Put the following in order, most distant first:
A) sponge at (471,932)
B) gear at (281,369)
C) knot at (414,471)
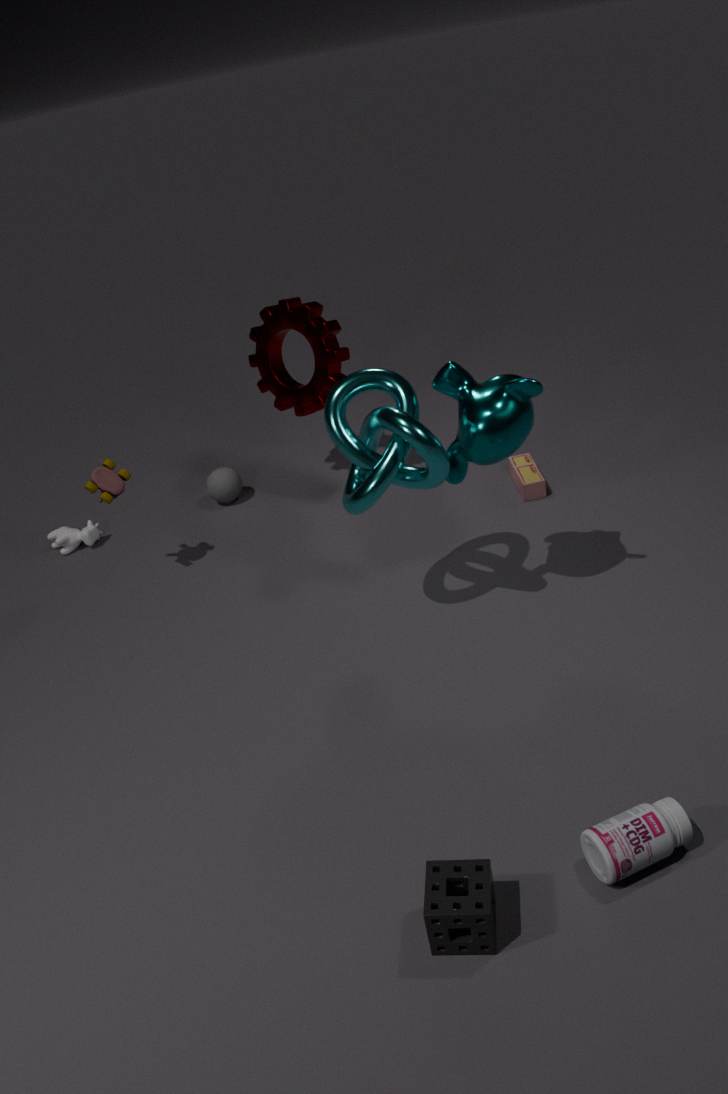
gear at (281,369) → knot at (414,471) → sponge at (471,932)
